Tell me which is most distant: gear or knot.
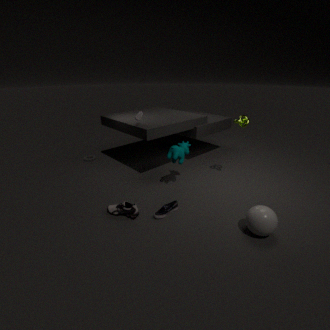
gear
